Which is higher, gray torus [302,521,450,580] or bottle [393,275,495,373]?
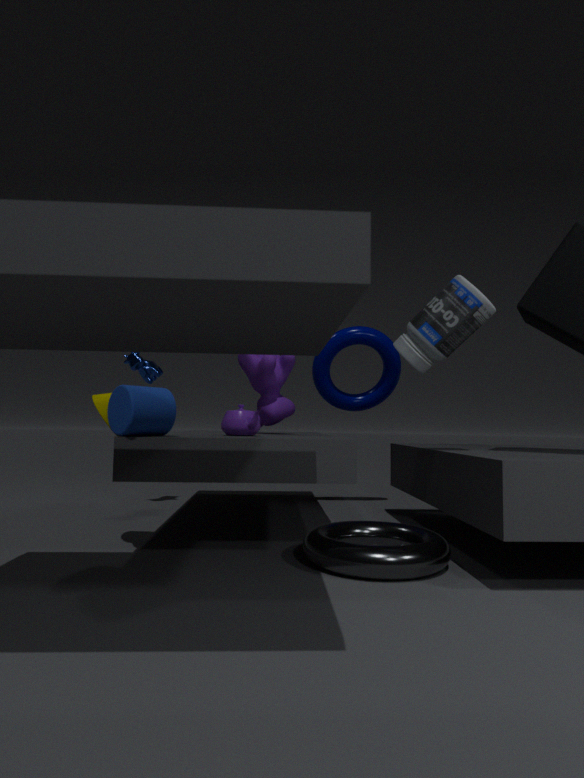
bottle [393,275,495,373]
